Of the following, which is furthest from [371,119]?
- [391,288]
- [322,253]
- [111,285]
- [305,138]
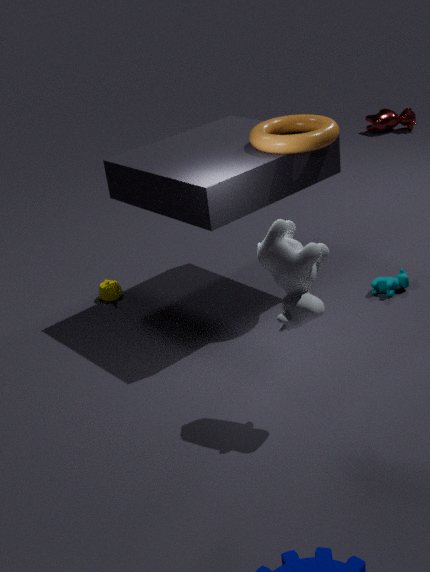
[322,253]
